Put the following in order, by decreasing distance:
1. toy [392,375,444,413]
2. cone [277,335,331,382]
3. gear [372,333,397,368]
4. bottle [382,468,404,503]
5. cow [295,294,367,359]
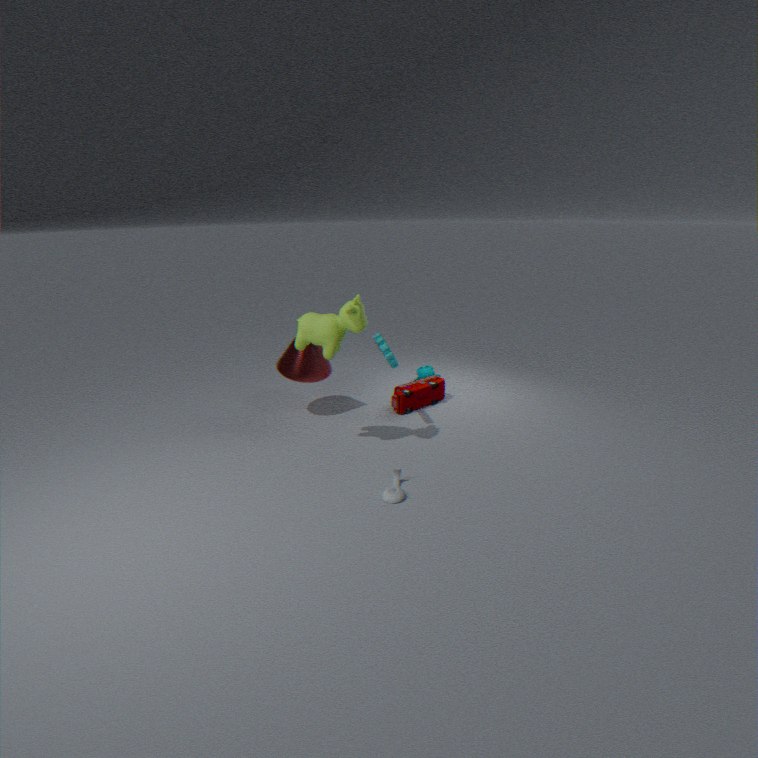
toy [392,375,444,413], cone [277,335,331,382], gear [372,333,397,368], cow [295,294,367,359], bottle [382,468,404,503]
